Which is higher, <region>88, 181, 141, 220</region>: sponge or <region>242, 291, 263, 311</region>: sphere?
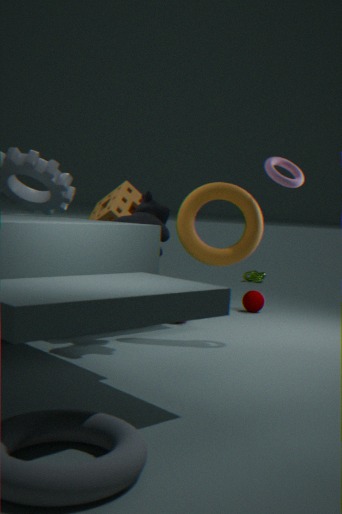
<region>88, 181, 141, 220</region>: sponge
